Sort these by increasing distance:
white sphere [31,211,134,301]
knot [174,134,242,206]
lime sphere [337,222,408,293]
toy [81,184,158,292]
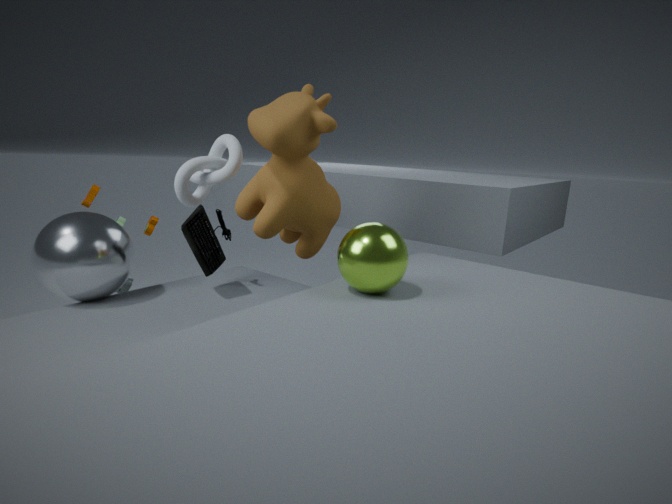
lime sphere [337,222,408,293], knot [174,134,242,206], white sphere [31,211,134,301], toy [81,184,158,292]
